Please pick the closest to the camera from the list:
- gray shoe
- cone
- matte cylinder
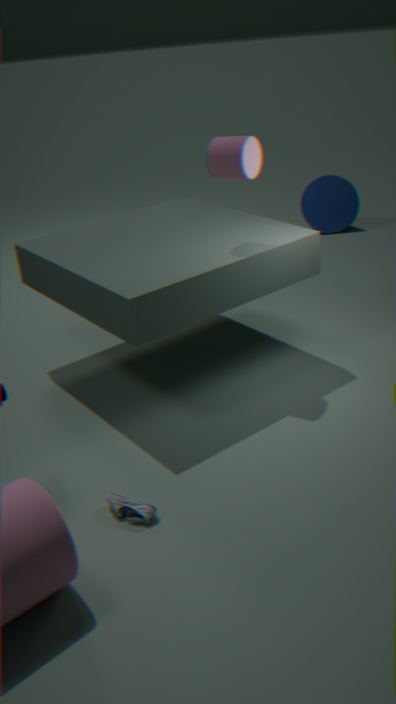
gray shoe
